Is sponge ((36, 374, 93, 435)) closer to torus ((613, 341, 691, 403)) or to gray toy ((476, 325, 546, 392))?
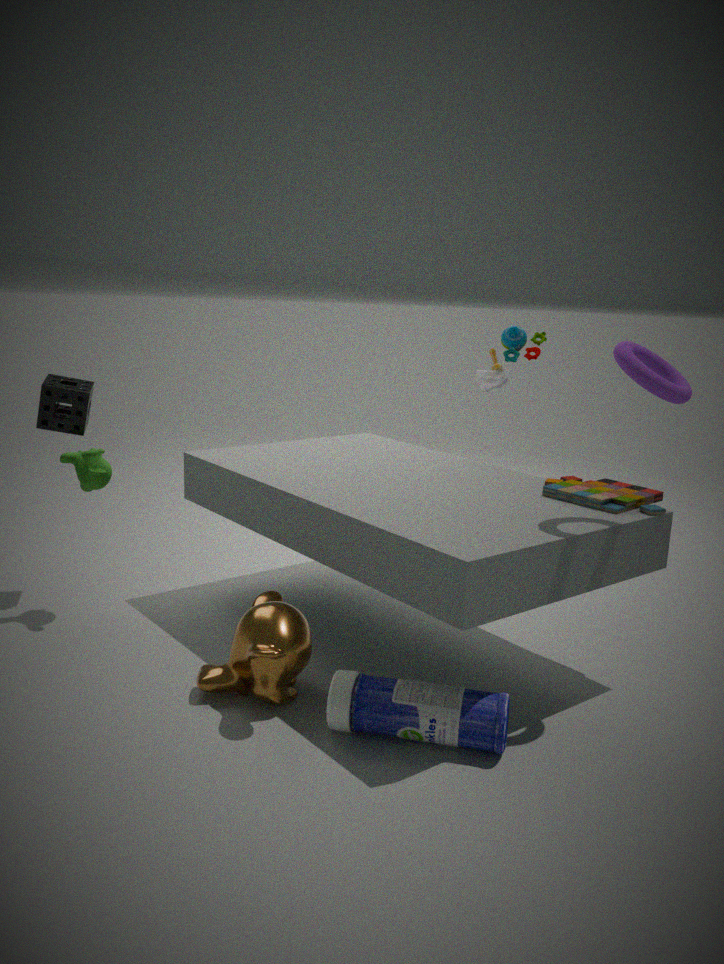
gray toy ((476, 325, 546, 392))
